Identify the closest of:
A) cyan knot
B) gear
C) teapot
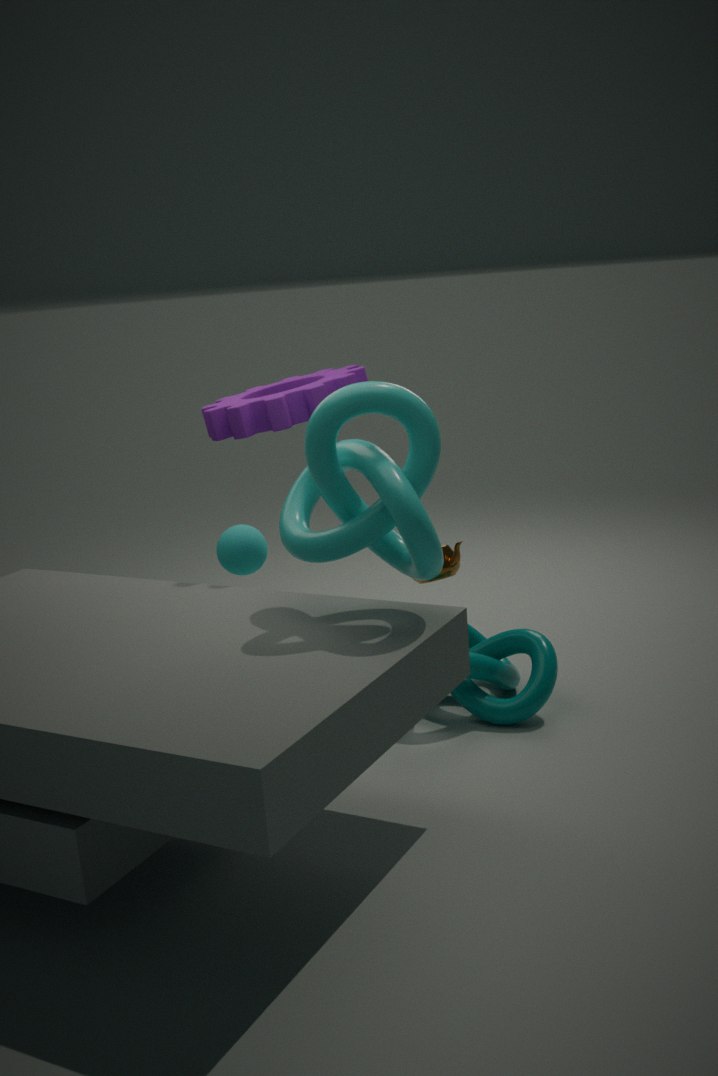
cyan knot
